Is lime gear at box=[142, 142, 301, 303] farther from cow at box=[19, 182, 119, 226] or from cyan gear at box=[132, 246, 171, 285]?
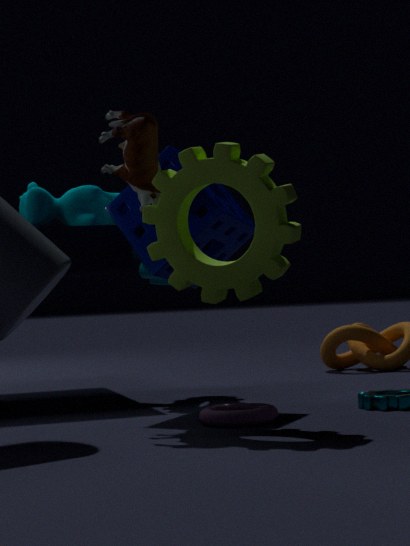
cow at box=[19, 182, 119, 226]
